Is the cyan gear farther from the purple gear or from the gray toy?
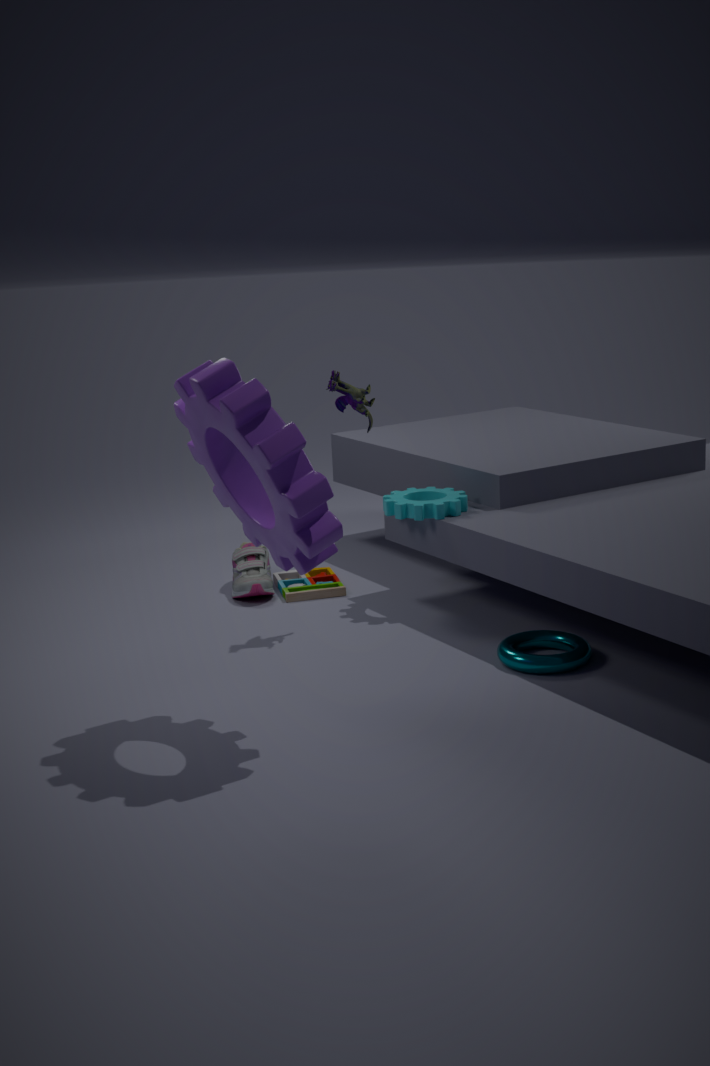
the purple gear
